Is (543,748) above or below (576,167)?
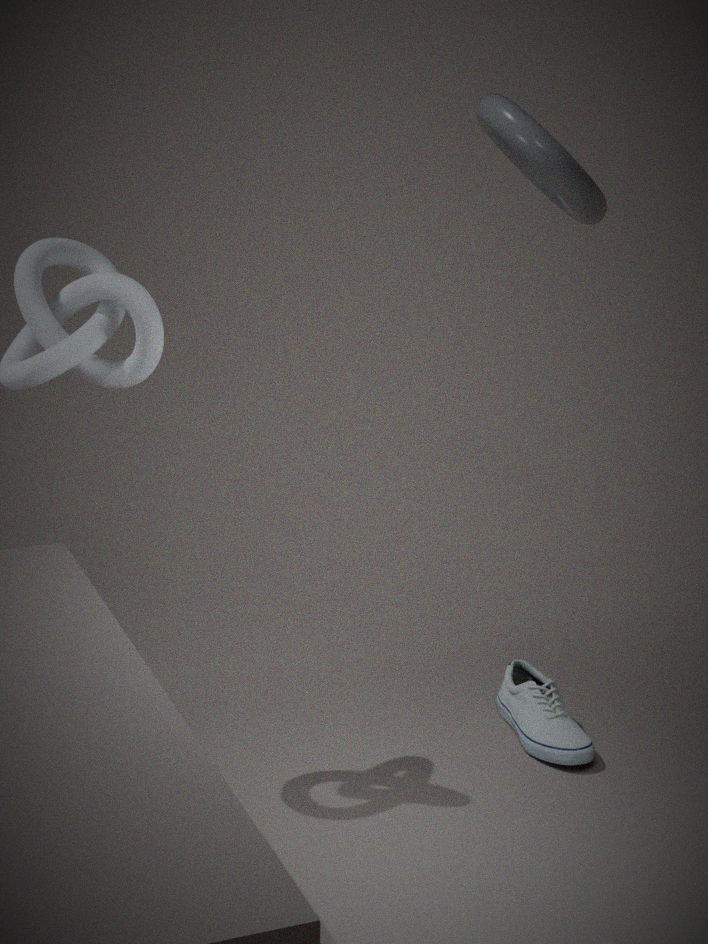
below
